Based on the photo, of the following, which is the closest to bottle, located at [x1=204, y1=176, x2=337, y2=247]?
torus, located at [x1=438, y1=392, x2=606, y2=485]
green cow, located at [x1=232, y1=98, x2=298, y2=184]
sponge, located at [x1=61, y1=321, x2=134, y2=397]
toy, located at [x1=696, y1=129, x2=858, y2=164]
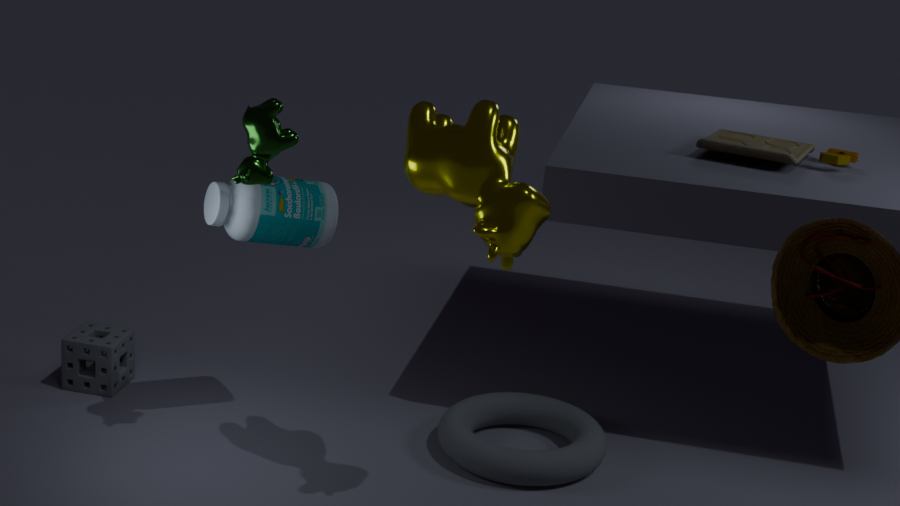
green cow, located at [x1=232, y1=98, x2=298, y2=184]
